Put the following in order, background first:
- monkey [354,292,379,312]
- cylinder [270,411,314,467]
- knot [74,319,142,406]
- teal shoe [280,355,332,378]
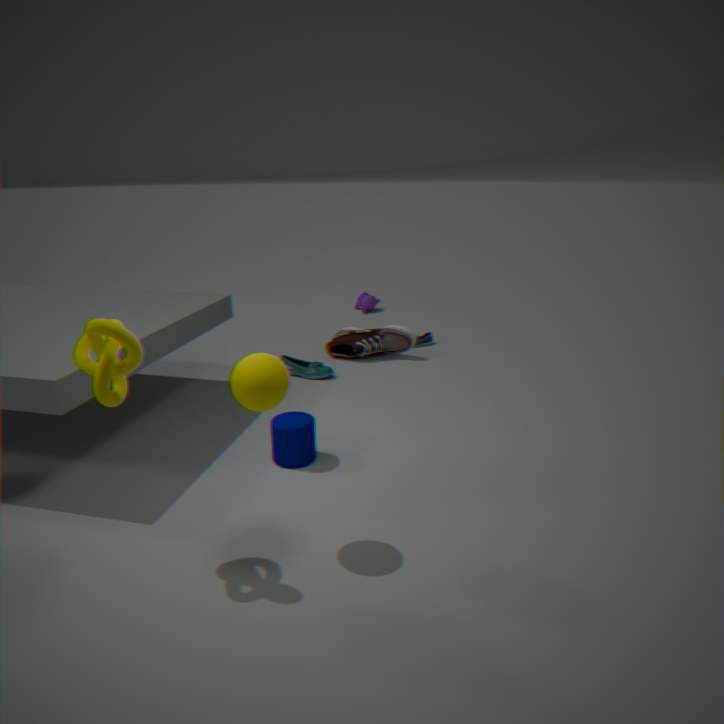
monkey [354,292,379,312] < teal shoe [280,355,332,378] < cylinder [270,411,314,467] < knot [74,319,142,406]
